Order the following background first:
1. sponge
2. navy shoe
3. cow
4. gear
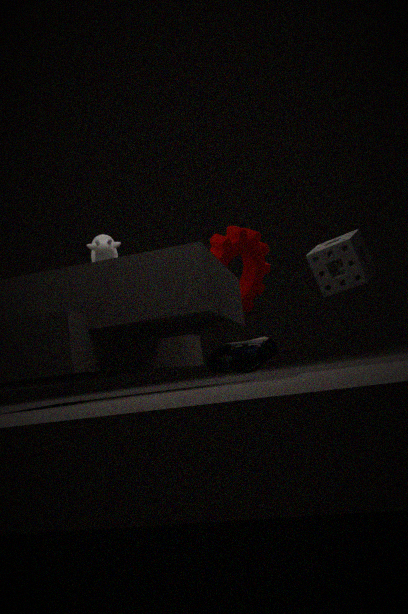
1. gear
2. navy shoe
3. sponge
4. cow
